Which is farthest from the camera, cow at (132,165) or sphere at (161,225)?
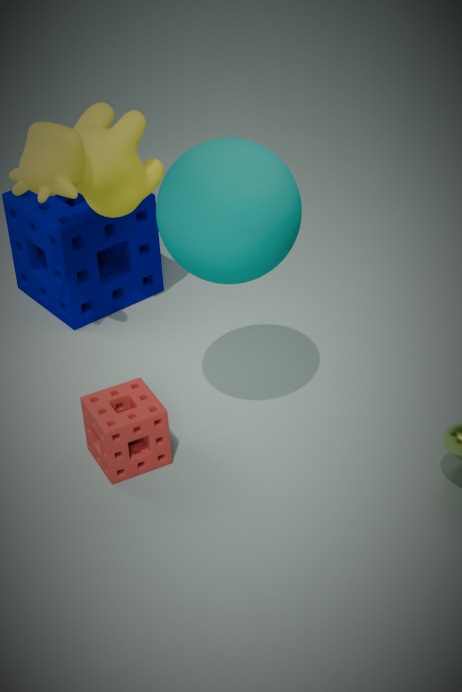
cow at (132,165)
